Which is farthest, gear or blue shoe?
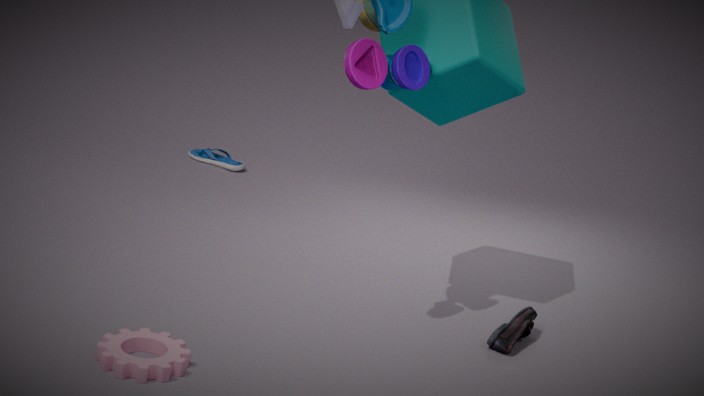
blue shoe
